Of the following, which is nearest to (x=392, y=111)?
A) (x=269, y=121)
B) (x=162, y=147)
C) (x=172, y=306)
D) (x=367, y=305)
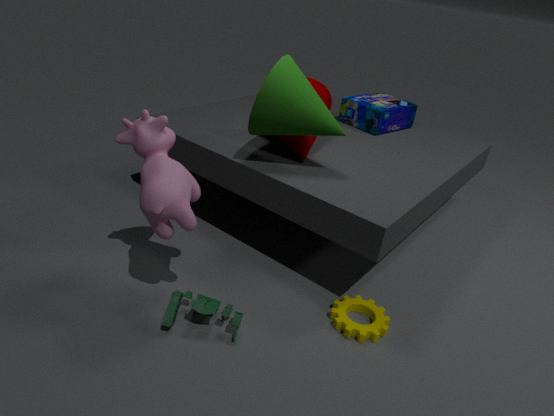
(x=269, y=121)
